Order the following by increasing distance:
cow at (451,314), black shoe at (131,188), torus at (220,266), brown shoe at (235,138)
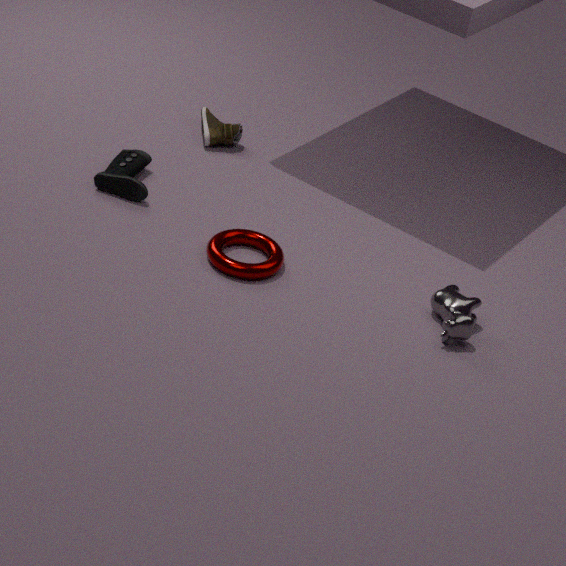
cow at (451,314)
torus at (220,266)
black shoe at (131,188)
brown shoe at (235,138)
